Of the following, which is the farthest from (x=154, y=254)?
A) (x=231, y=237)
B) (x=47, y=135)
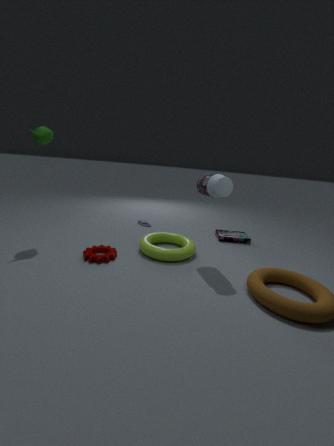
(x=47, y=135)
